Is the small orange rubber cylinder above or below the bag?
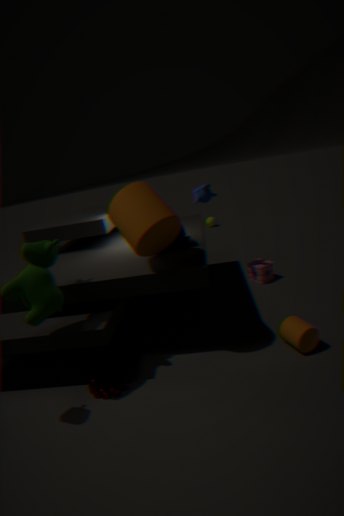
below
